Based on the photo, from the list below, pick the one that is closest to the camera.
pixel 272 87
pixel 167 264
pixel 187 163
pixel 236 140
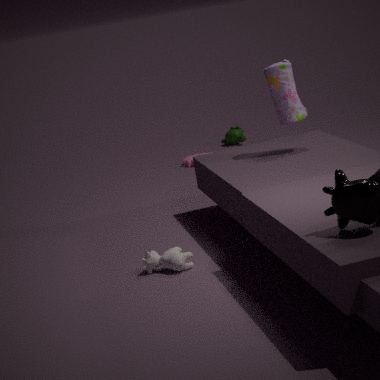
pixel 167 264
